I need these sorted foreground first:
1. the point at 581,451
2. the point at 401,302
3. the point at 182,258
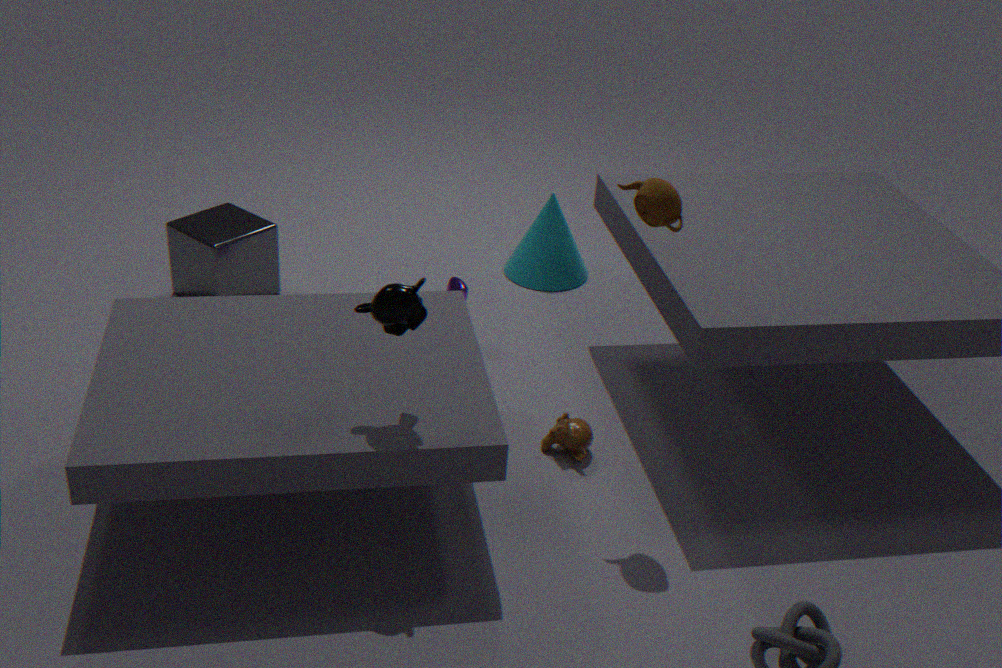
1. the point at 401,302
2. the point at 581,451
3. the point at 182,258
